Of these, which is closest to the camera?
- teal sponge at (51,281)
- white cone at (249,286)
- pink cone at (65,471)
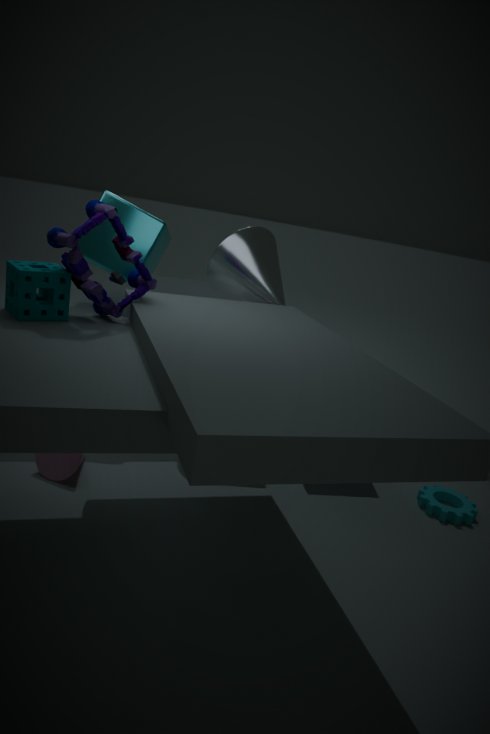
teal sponge at (51,281)
